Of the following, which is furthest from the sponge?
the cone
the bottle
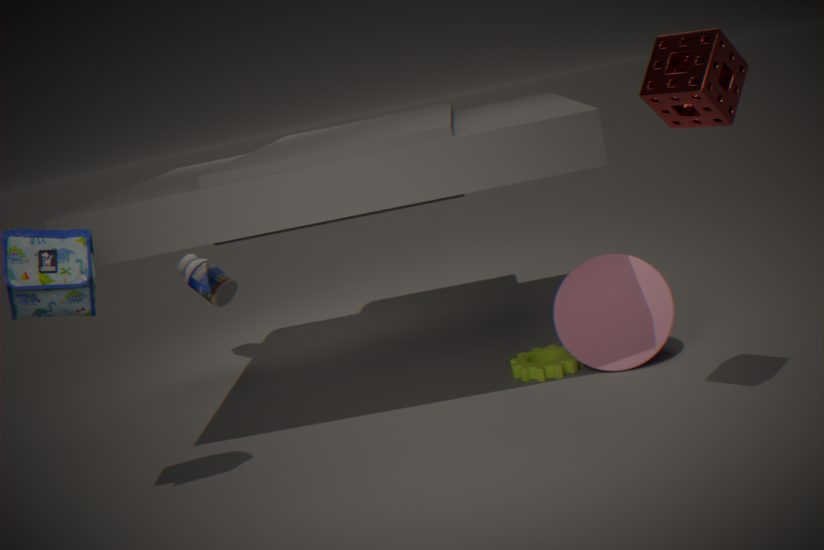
the bottle
